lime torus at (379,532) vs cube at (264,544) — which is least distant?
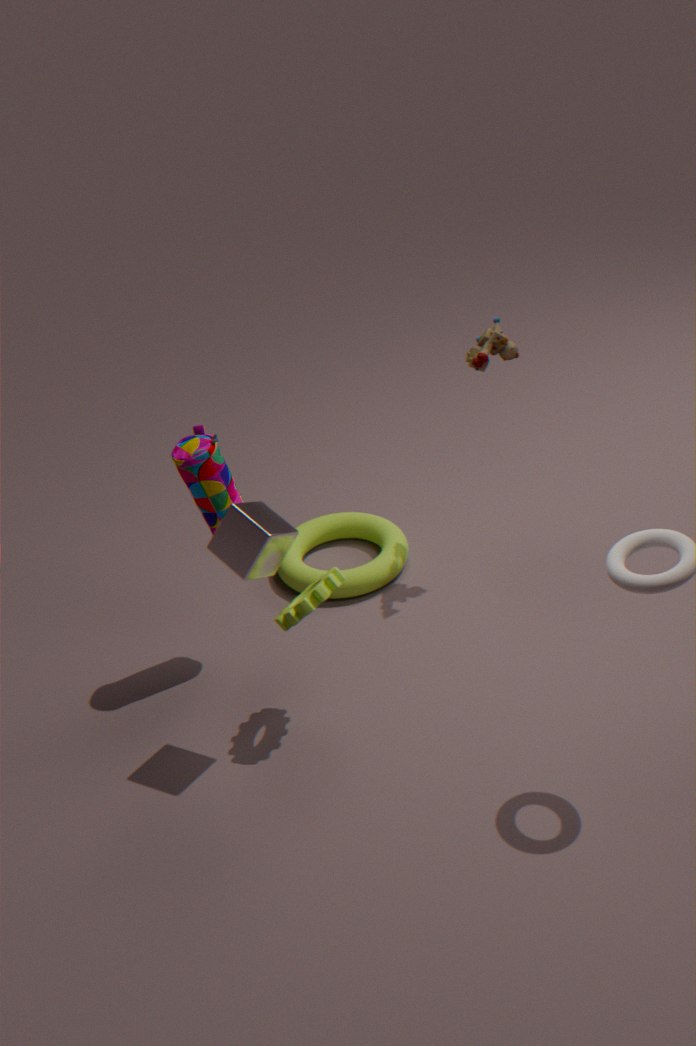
cube at (264,544)
